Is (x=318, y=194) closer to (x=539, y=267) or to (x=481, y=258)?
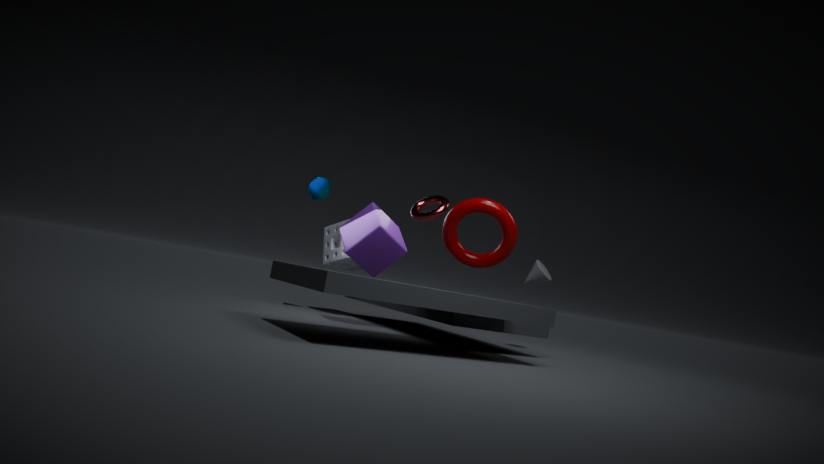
(x=481, y=258)
